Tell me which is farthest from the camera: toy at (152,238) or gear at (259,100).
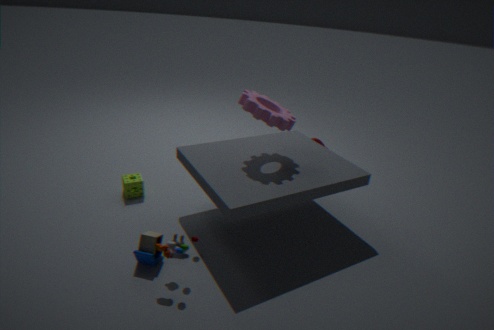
gear at (259,100)
